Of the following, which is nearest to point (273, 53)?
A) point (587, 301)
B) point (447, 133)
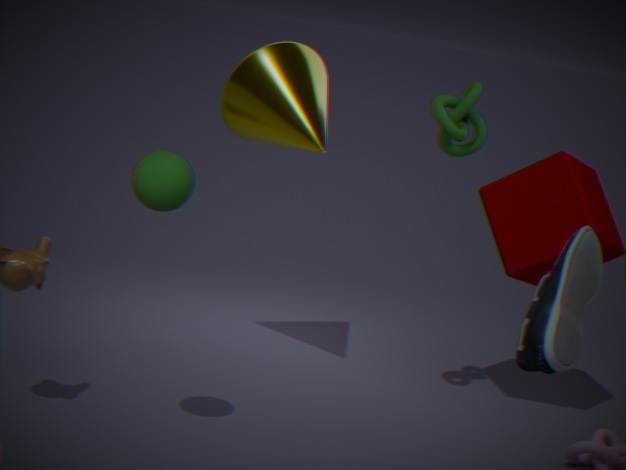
point (447, 133)
